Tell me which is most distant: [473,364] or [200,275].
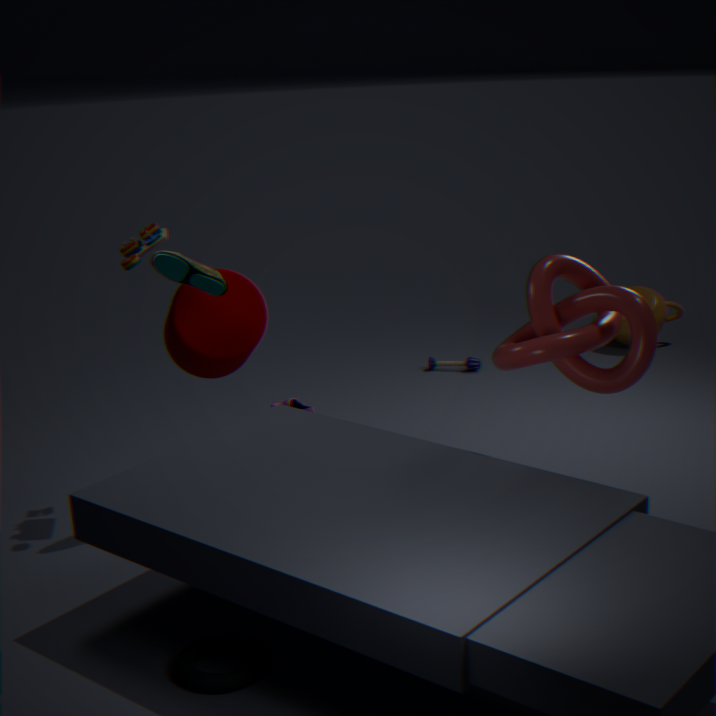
[473,364]
